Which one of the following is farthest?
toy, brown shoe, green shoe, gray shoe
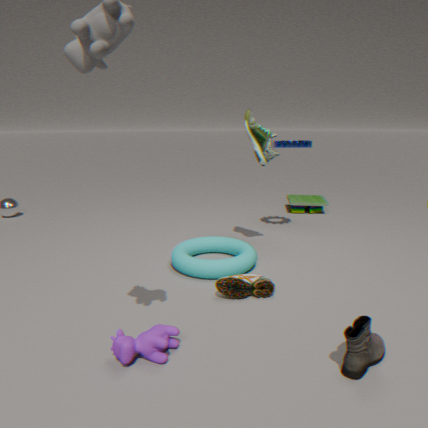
toy
